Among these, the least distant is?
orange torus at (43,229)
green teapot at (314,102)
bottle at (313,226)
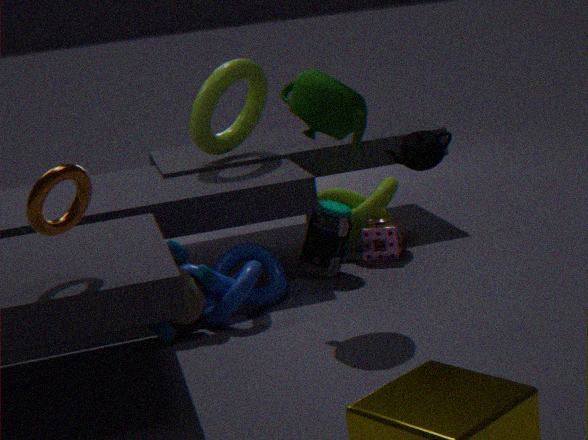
orange torus at (43,229)
